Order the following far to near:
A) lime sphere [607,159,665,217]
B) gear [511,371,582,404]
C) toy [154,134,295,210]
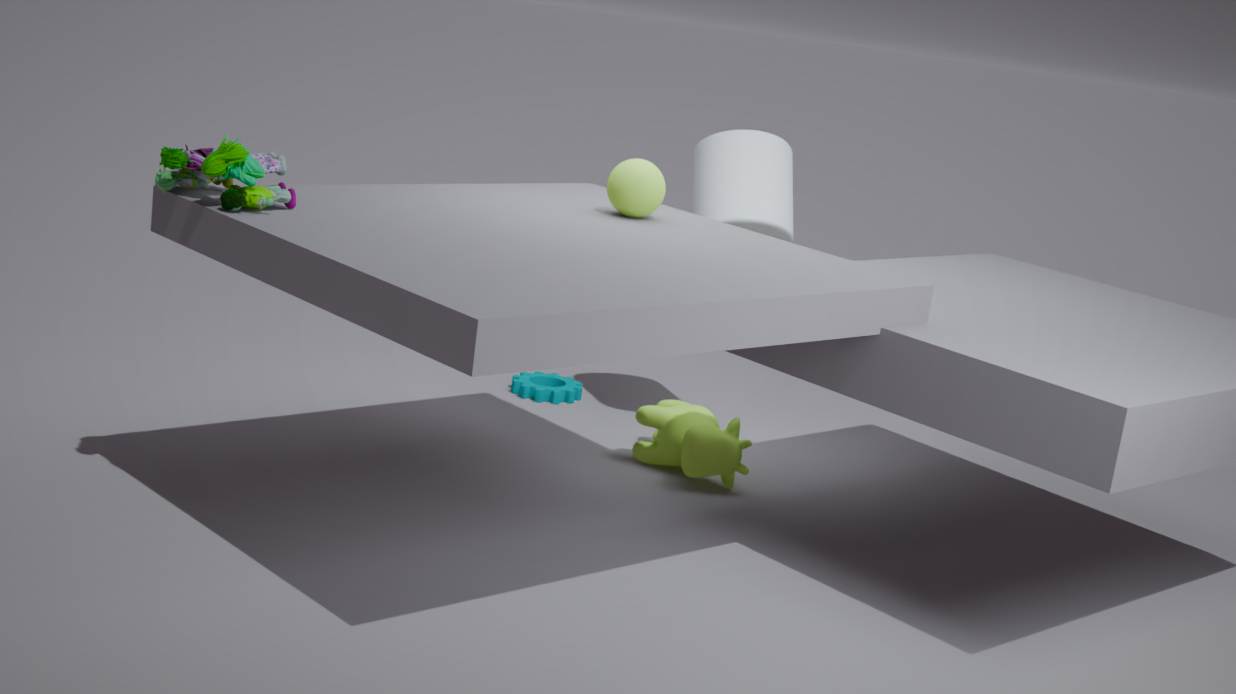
1. gear [511,371,582,404]
2. lime sphere [607,159,665,217]
3. toy [154,134,295,210]
